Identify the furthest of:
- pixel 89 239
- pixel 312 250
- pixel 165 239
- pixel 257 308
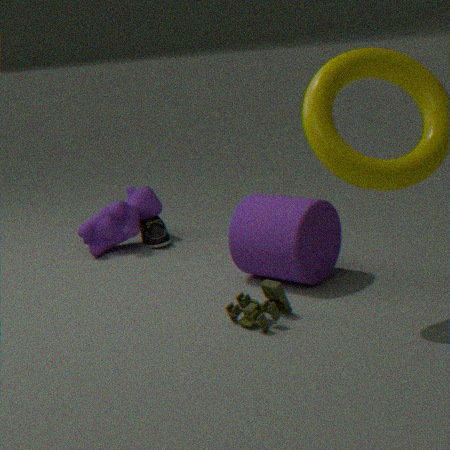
pixel 165 239
